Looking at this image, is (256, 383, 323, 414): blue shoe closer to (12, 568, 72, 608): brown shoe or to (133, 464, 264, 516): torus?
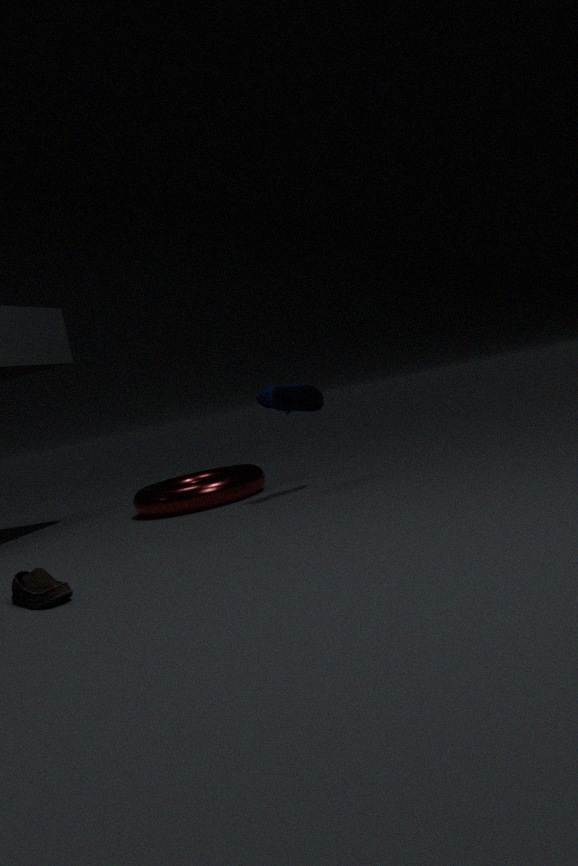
(133, 464, 264, 516): torus
